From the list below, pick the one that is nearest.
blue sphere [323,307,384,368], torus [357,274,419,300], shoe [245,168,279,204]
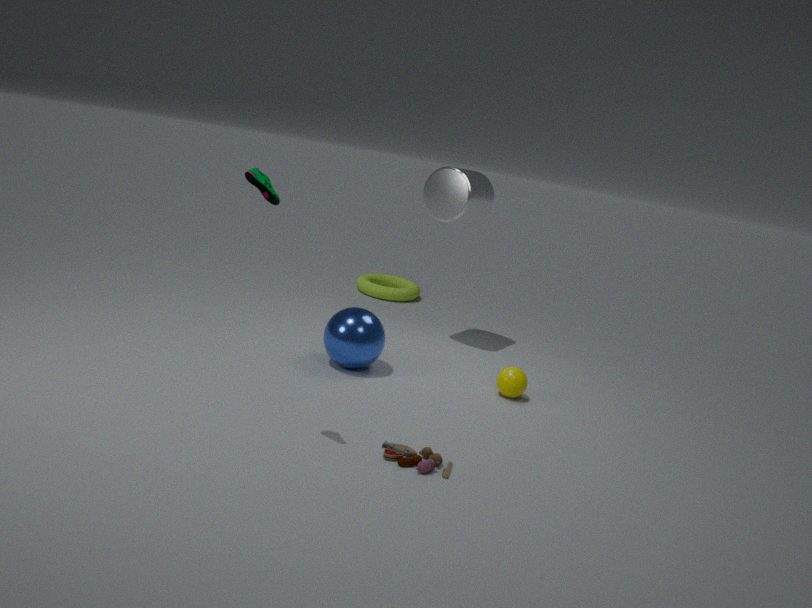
shoe [245,168,279,204]
